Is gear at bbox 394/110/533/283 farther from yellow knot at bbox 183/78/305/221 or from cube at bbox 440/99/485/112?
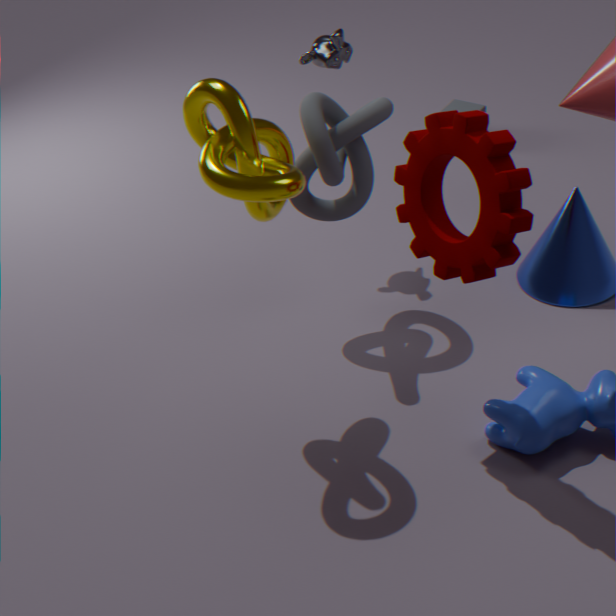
cube at bbox 440/99/485/112
